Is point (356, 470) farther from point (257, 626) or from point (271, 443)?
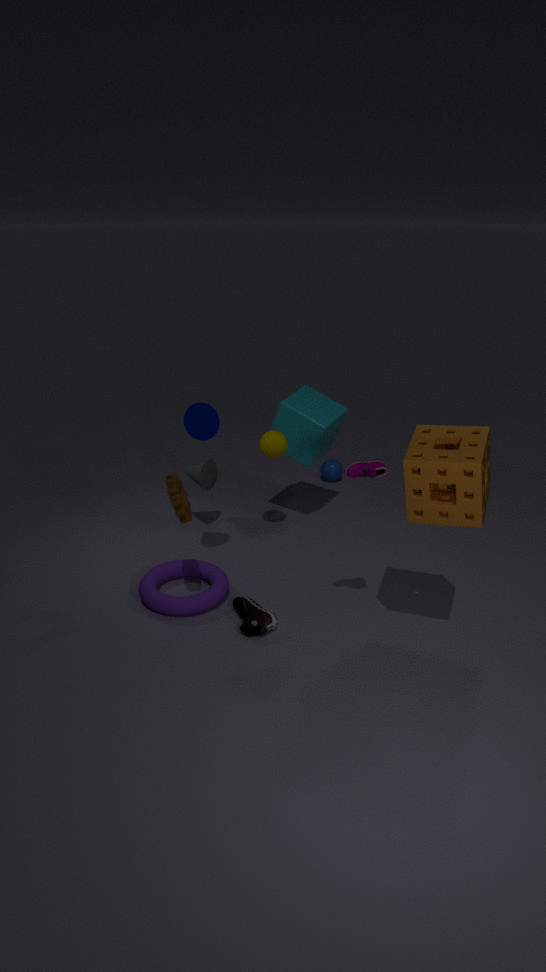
point (271, 443)
